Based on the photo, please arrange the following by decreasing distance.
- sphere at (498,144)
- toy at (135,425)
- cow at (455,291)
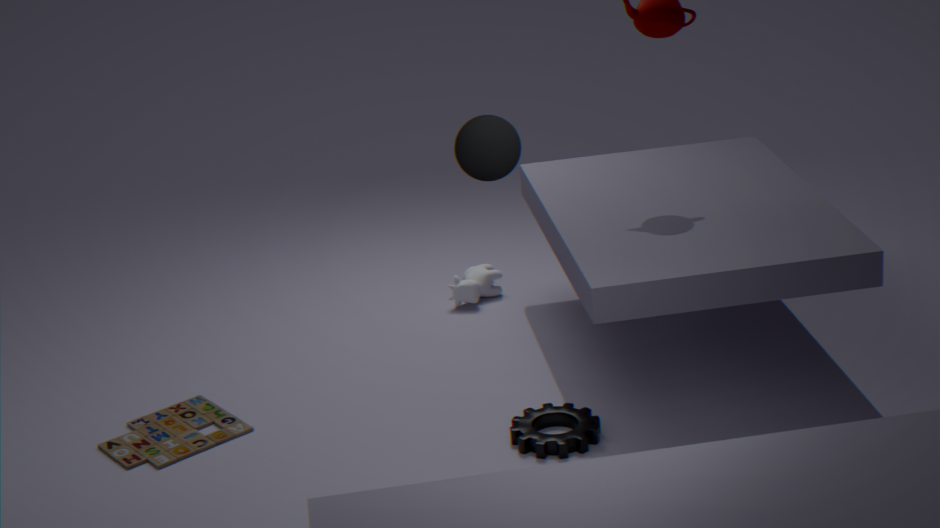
cow at (455,291) < toy at (135,425) < sphere at (498,144)
